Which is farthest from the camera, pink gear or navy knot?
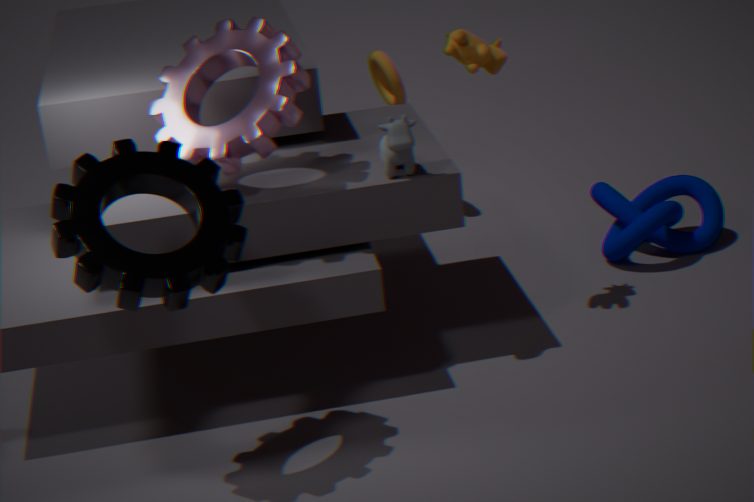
navy knot
